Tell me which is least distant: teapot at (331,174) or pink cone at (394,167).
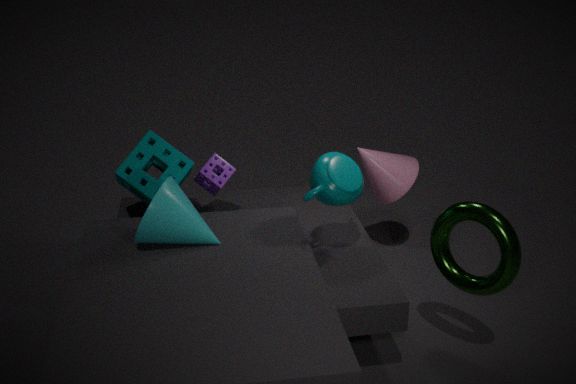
teapot at (331,174)
